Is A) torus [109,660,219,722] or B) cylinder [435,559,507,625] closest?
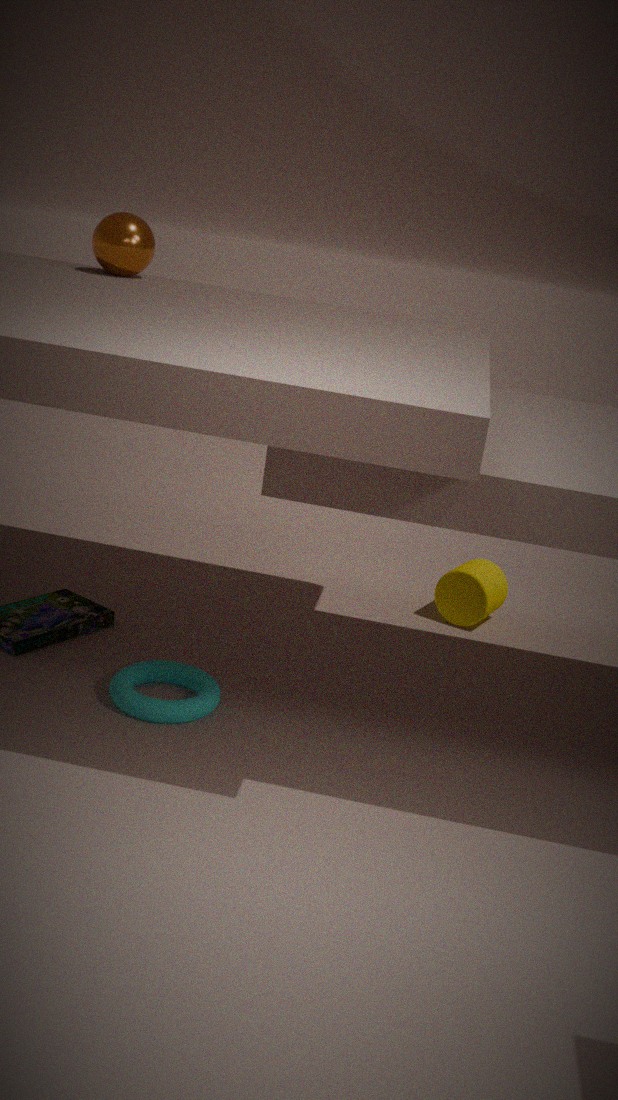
A. torus [109,660,219,722]
